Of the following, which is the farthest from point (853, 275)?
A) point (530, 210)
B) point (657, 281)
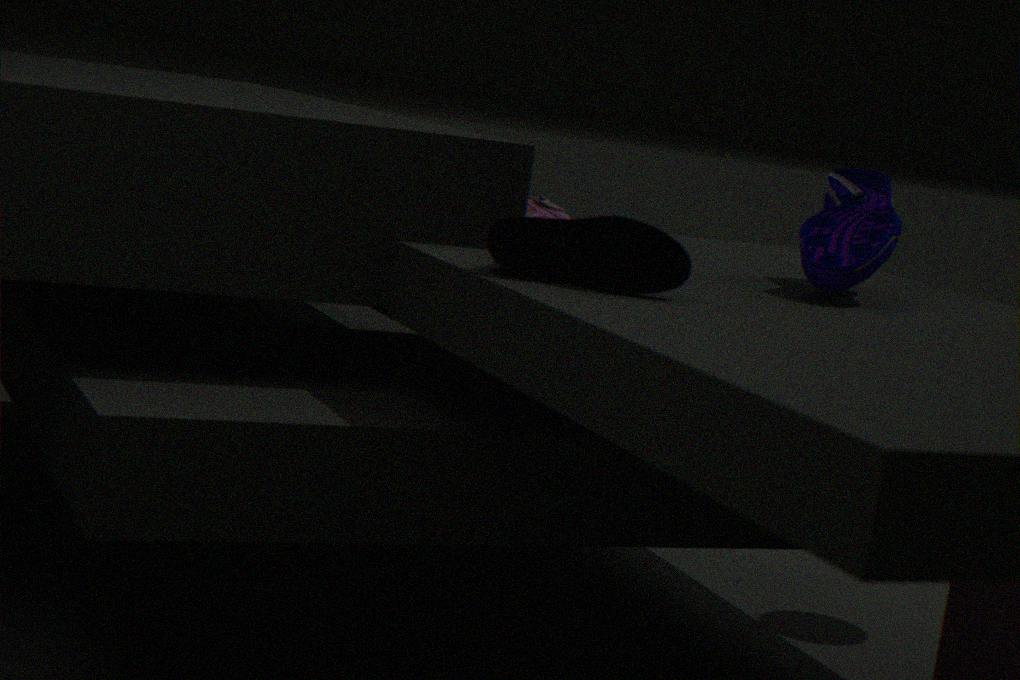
point (530, 210)
